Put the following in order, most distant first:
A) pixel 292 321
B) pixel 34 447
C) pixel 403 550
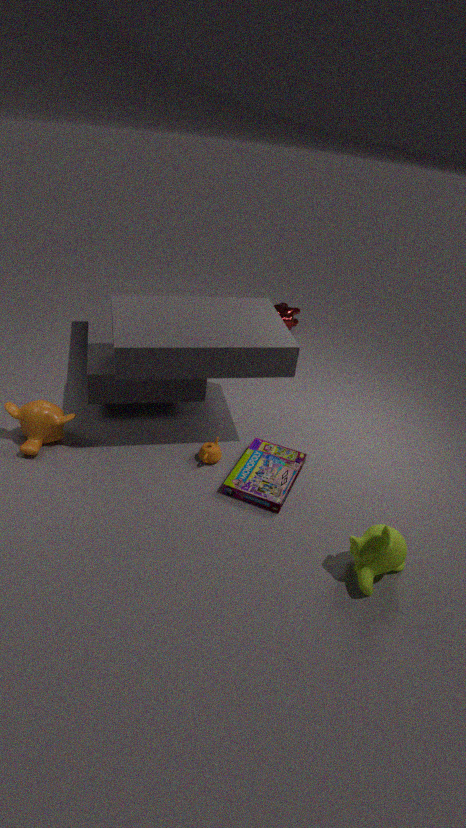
pixel 292 321 < pixel 34 447 < pixel 403 550
